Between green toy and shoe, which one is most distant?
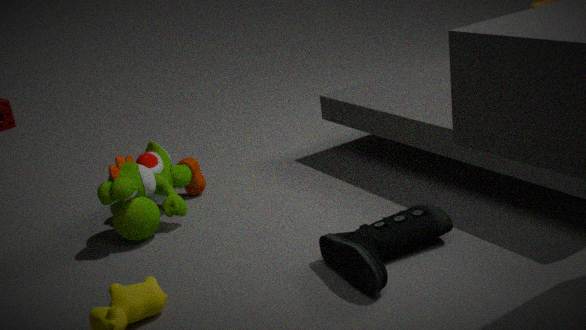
green toy
